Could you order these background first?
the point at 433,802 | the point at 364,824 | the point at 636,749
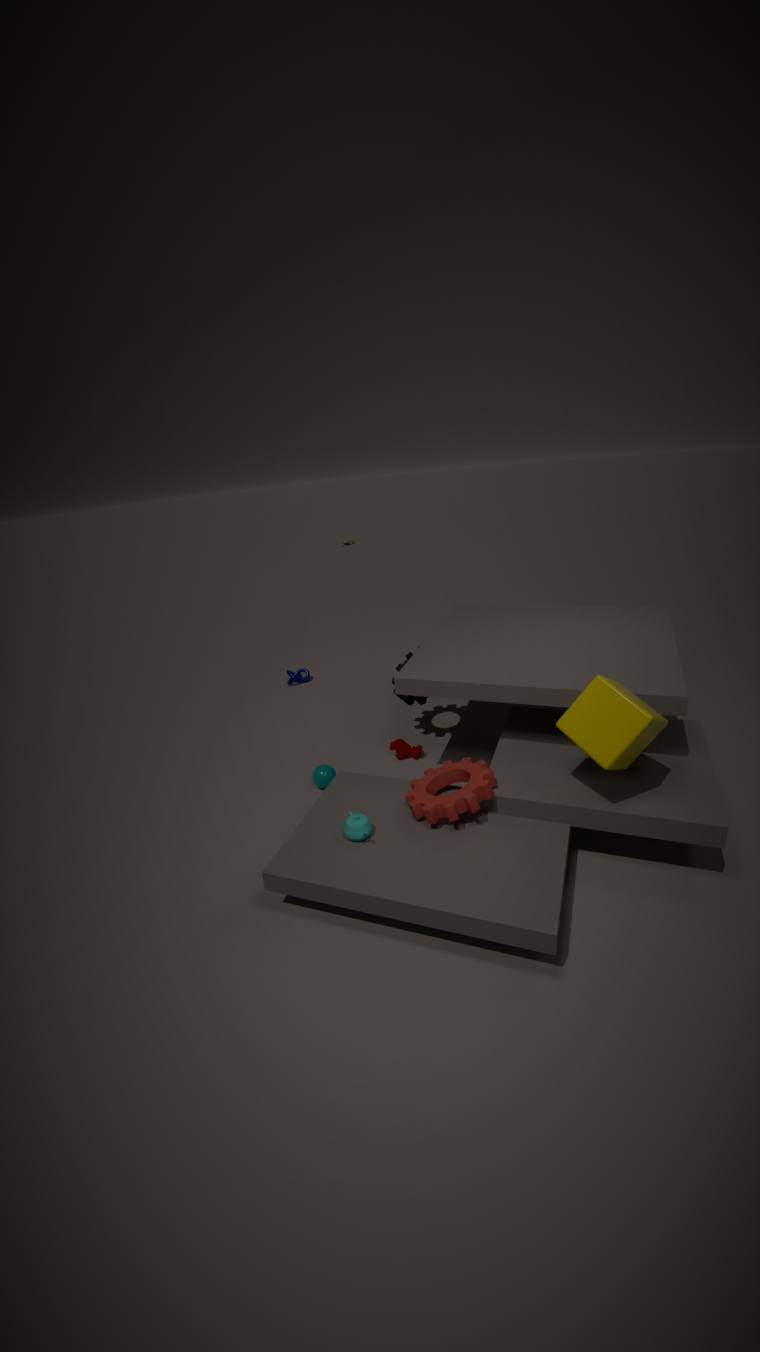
the point at 433,802 < the point at 364,824 < the point at 636,749
